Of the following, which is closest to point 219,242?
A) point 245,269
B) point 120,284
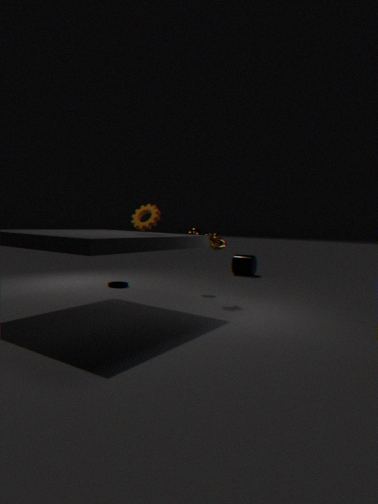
point 120,284
